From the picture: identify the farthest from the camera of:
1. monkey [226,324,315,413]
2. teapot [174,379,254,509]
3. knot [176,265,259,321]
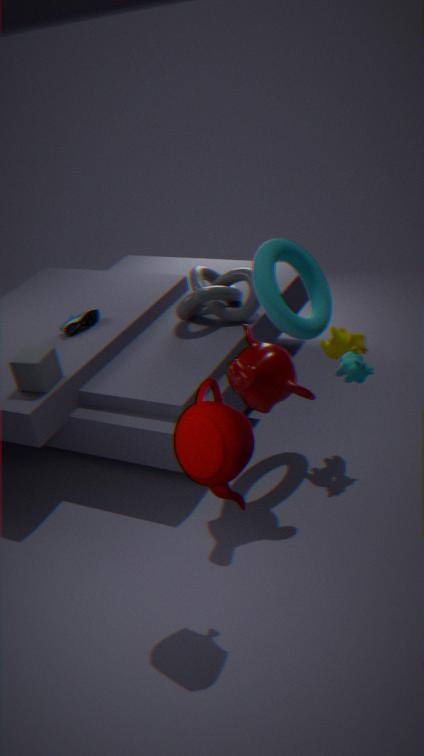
knot [176,265,259,321]
